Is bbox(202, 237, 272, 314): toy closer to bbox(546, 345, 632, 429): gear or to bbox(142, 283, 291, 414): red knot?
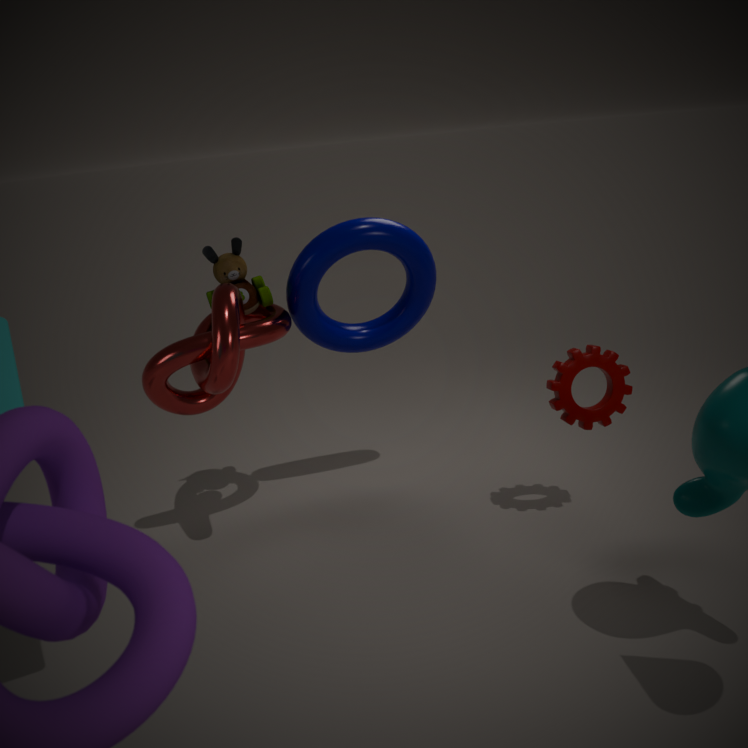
bbox(142, 283, 291, 414): red knot
